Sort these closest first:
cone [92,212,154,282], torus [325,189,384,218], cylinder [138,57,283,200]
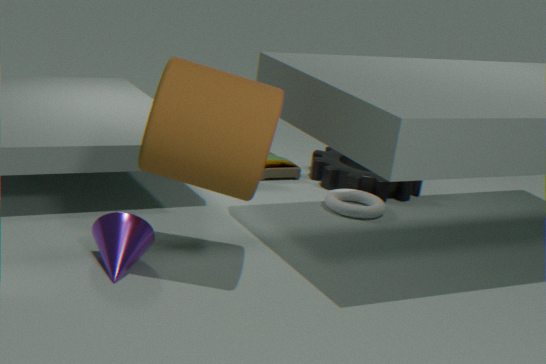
cylinder [138,57,283,200]
cone [92,212,154,282]
torus [325,189,384,218]
